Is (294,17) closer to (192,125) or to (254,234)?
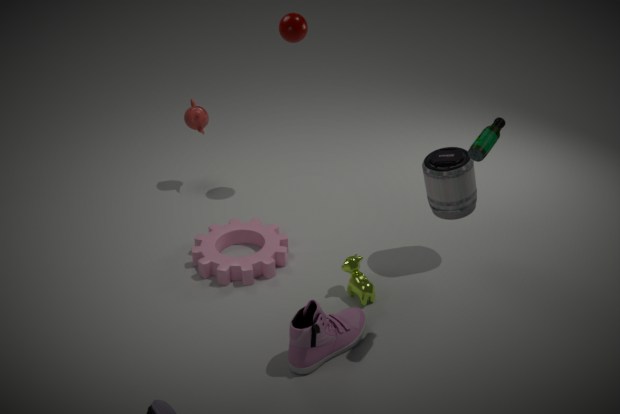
(192,125)
